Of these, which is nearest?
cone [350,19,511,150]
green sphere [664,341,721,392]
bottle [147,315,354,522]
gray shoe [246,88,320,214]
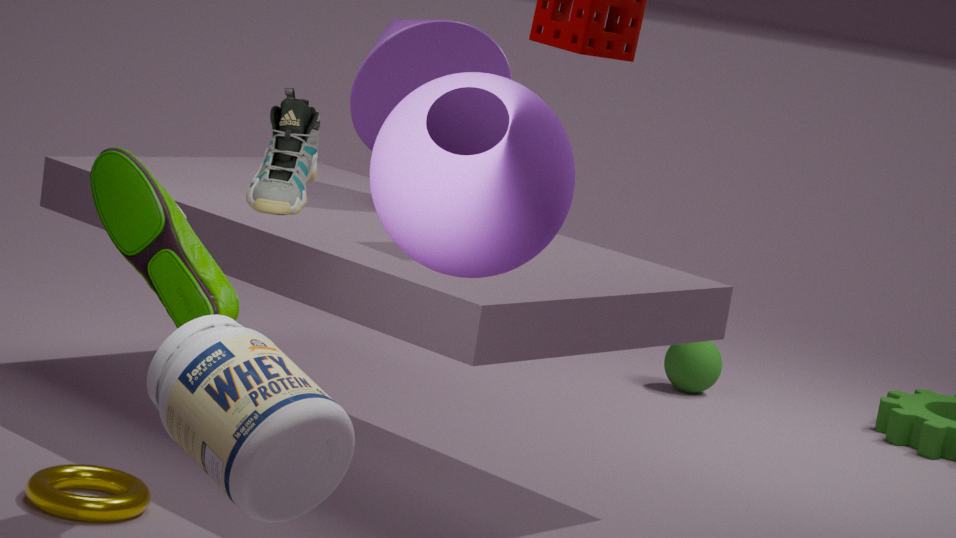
bottle [147,315,354,522]
